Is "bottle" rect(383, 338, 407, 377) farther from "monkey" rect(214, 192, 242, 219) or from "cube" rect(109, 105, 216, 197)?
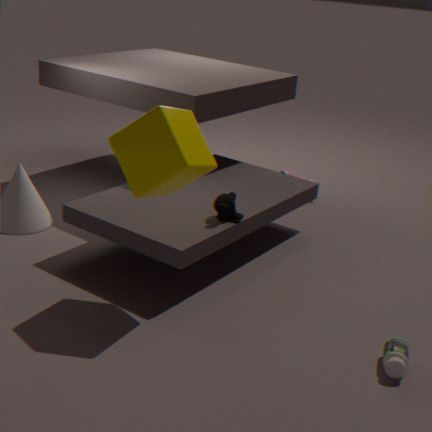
"cube" rect(109, 105, 216, 197)
